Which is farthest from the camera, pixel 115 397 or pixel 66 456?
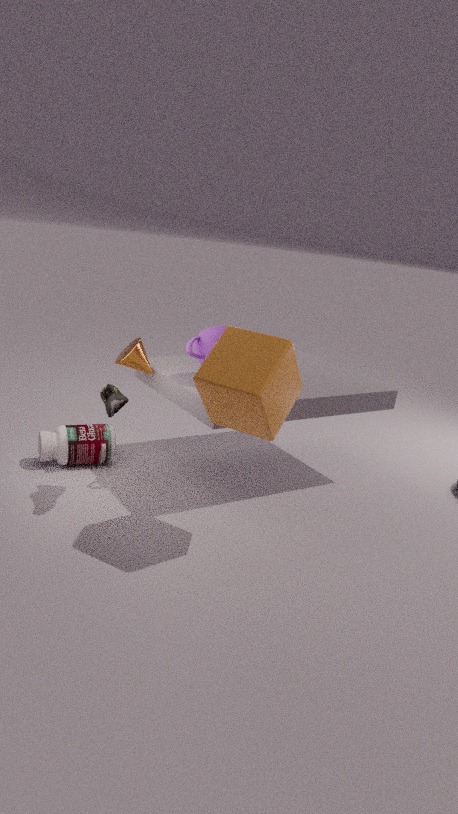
pixel 66 456
